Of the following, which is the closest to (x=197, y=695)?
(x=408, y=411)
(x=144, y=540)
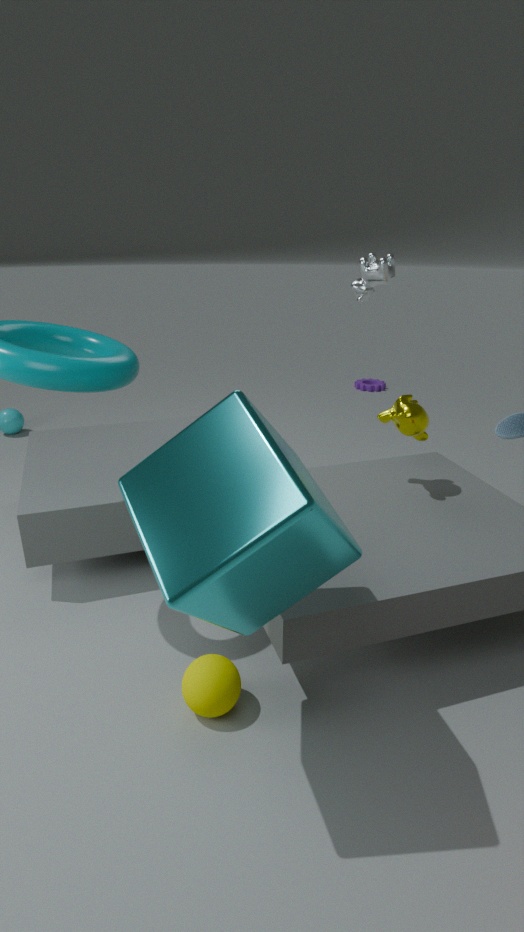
(x=144, y=540)
